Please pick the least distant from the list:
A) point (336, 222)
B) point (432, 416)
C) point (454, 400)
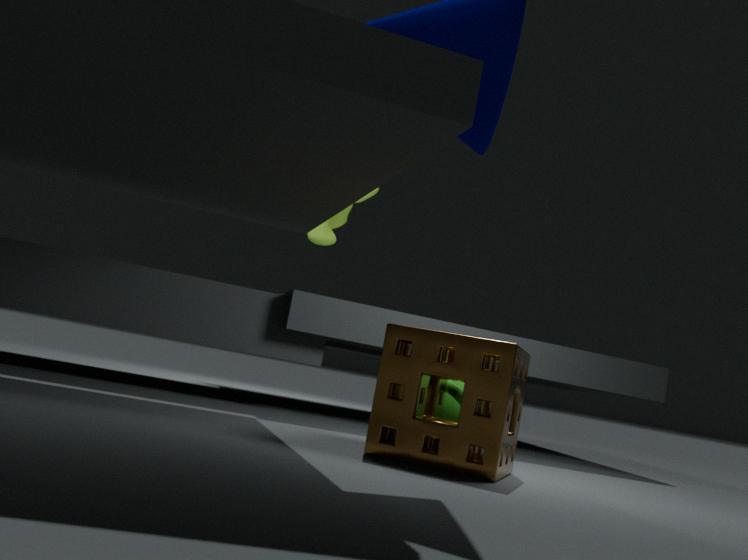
point (432, 416)
